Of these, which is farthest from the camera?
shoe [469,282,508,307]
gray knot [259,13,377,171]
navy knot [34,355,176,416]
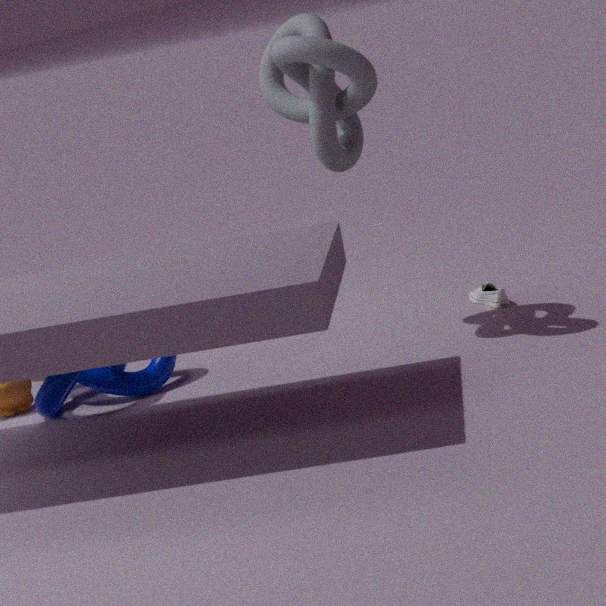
shoe [469,282,508,307]
